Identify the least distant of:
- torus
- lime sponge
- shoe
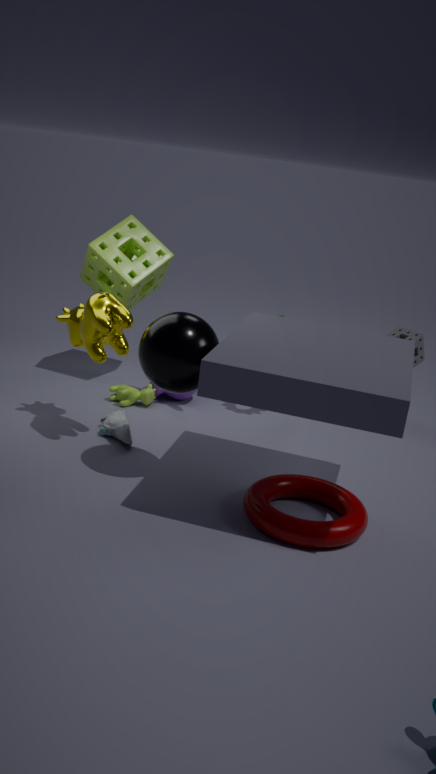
torus
